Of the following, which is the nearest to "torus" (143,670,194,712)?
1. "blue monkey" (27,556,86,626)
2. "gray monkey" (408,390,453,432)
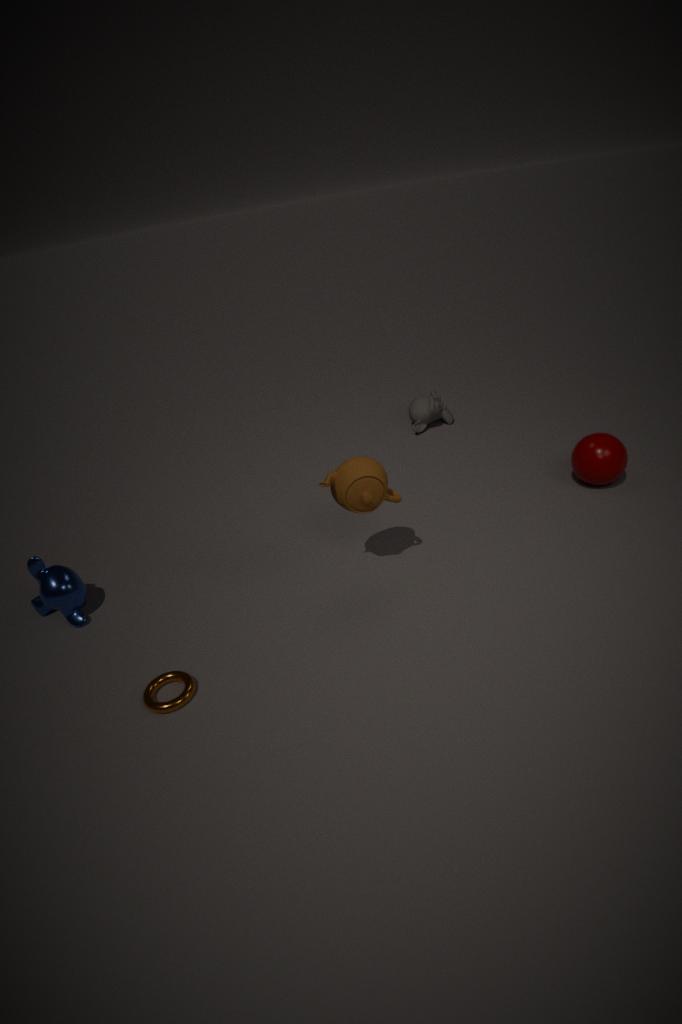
"blue monkey" (27,556,86,626)
